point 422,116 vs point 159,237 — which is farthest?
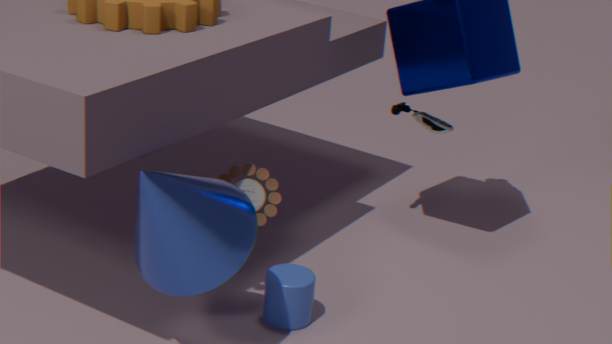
point 422,116
